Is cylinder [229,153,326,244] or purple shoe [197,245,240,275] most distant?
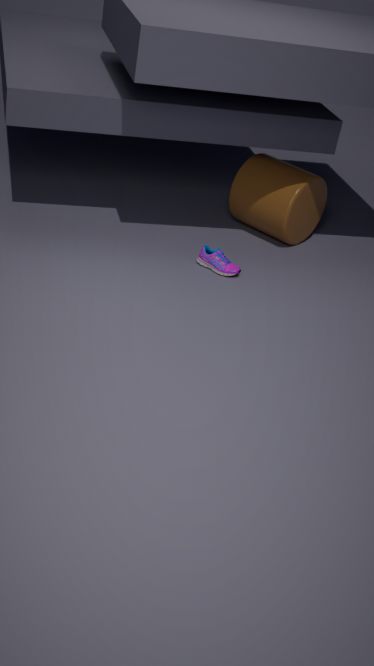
cylinder [229,153,326,244]
